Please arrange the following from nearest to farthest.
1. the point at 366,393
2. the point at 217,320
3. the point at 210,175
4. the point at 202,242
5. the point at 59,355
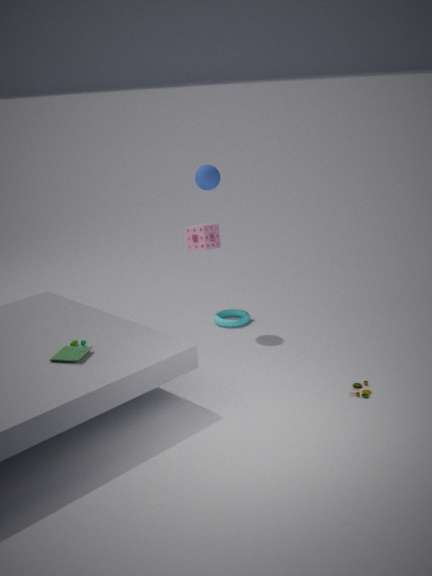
1. the point at 59,355
2. the point at 366,393
3. the point at 210,175
4. the point at 217,320
5. the point at 202,242
